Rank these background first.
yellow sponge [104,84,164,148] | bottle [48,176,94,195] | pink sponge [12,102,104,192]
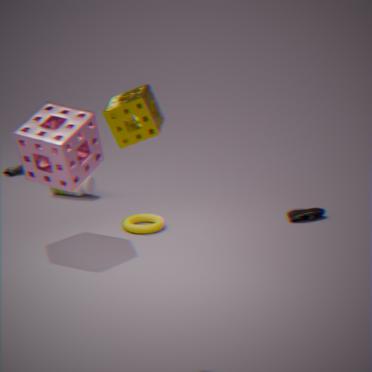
bottle [48,176,94,195] → pink sponge [12,102,104,192] → yellow sponge [104,84,164,148]
